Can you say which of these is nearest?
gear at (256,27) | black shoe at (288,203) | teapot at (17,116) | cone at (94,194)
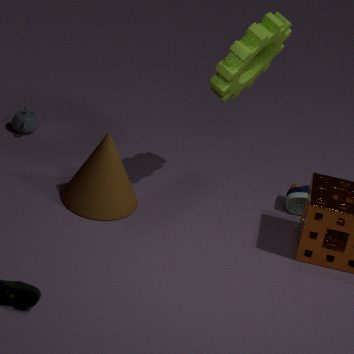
gear at (256,27)
